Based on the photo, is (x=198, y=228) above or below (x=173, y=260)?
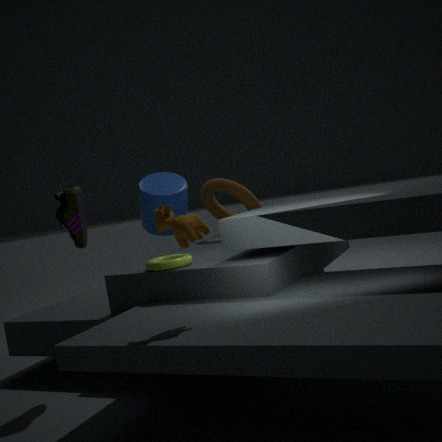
above
